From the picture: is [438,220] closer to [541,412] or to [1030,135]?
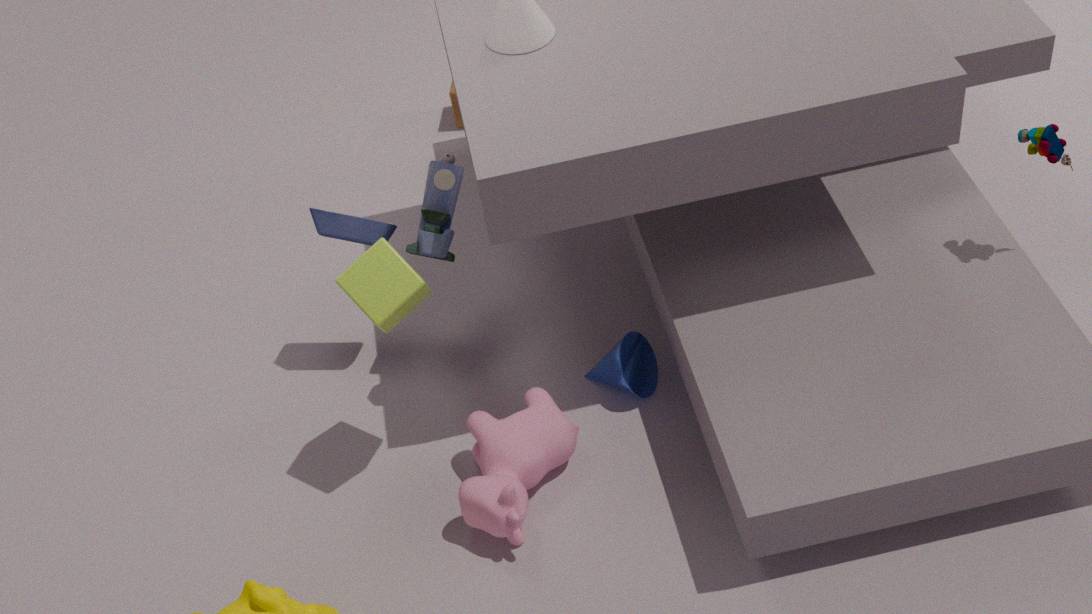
[541,412]
